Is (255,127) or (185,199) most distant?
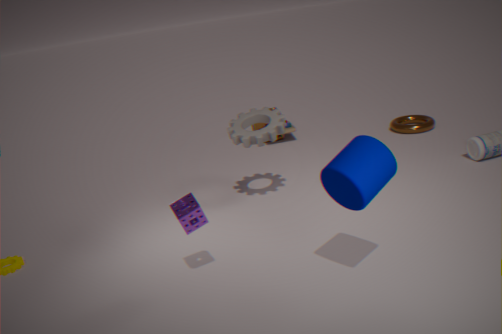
(255,127)
